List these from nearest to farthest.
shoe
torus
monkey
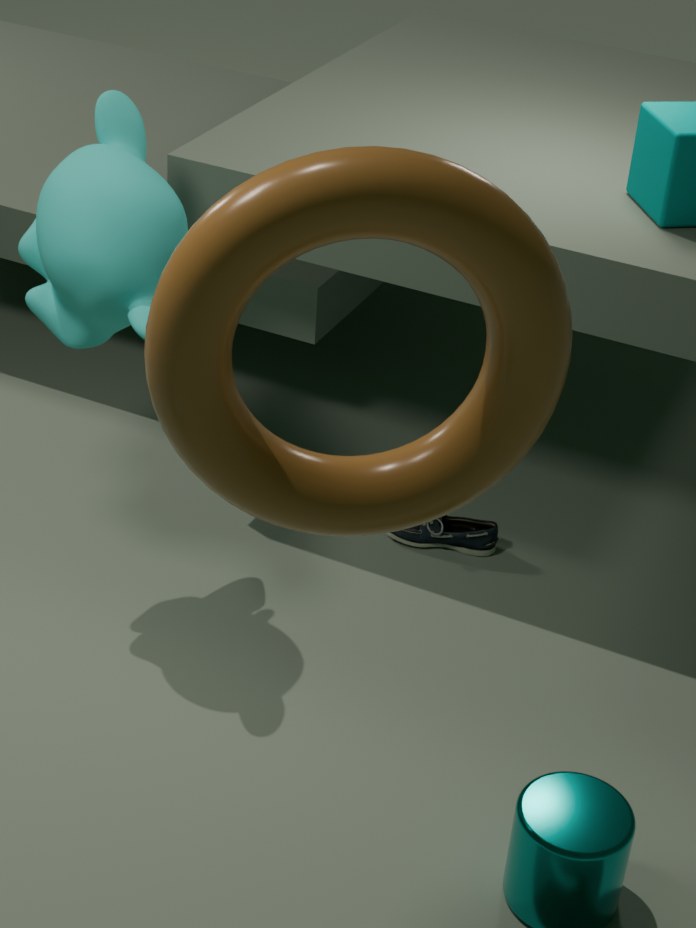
torus → monkey → shoe
